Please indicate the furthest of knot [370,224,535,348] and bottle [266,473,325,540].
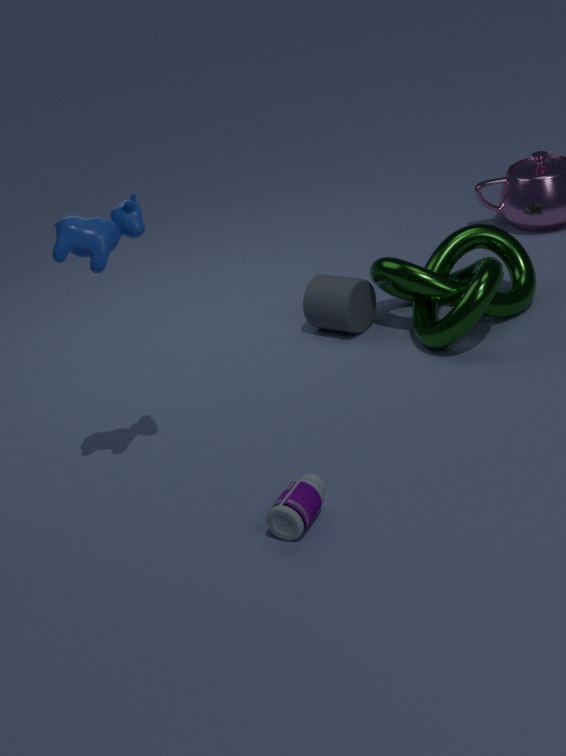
knot [370,224,535,348]
